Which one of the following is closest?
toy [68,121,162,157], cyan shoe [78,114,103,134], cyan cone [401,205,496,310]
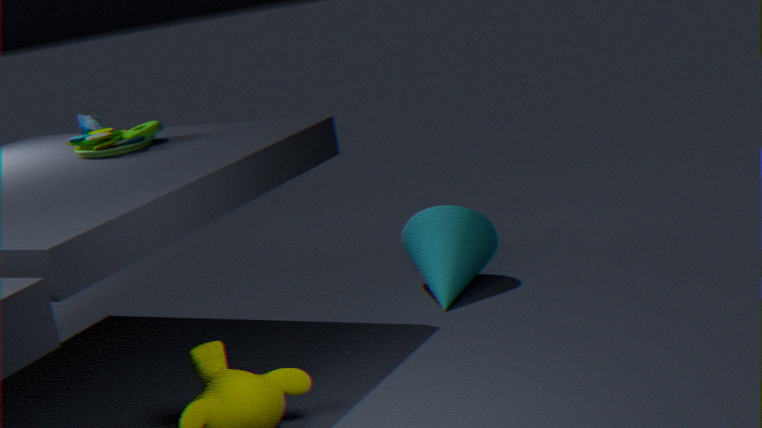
toy [68,121,162,157]
